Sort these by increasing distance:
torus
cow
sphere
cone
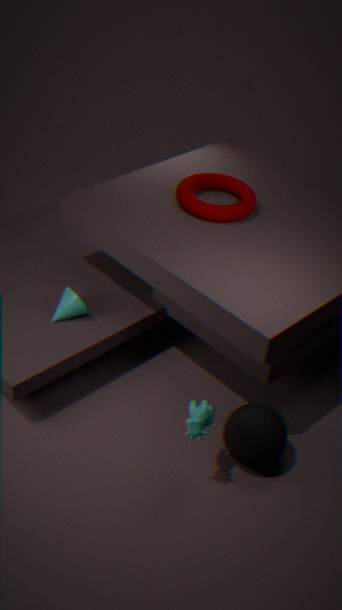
cow → sphere → cone → torus
